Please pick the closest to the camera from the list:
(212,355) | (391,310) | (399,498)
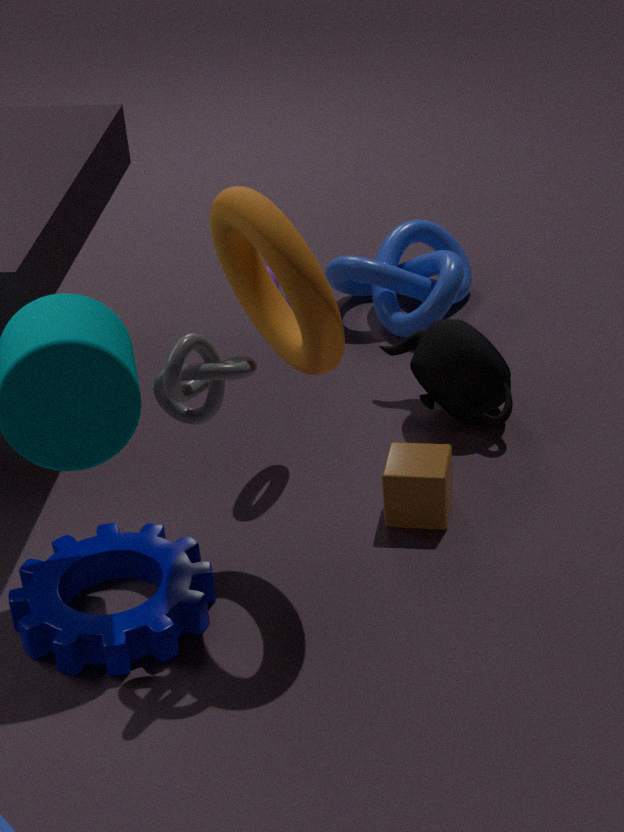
(212,355)
